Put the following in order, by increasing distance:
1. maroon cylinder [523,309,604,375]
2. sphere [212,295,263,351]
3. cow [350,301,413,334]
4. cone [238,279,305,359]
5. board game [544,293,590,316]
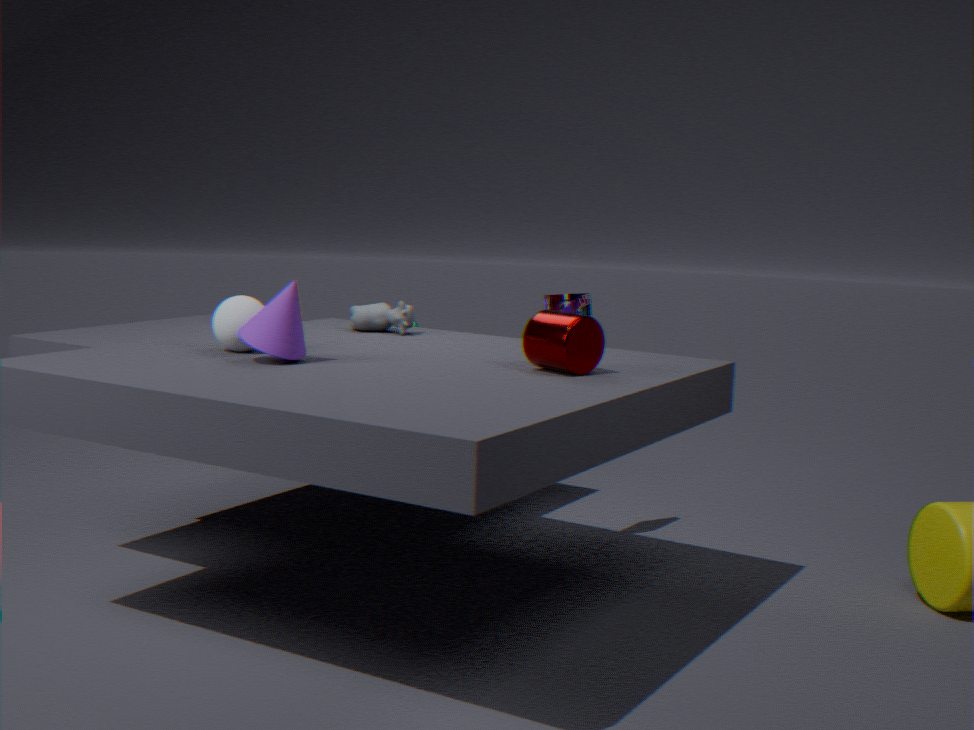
maroon cylinder [523,309,604,375] → cone [238,279,305,359] → sphere [212,295,263,351] → cow [350,301,413,334] → board game [544,293,590,316]
